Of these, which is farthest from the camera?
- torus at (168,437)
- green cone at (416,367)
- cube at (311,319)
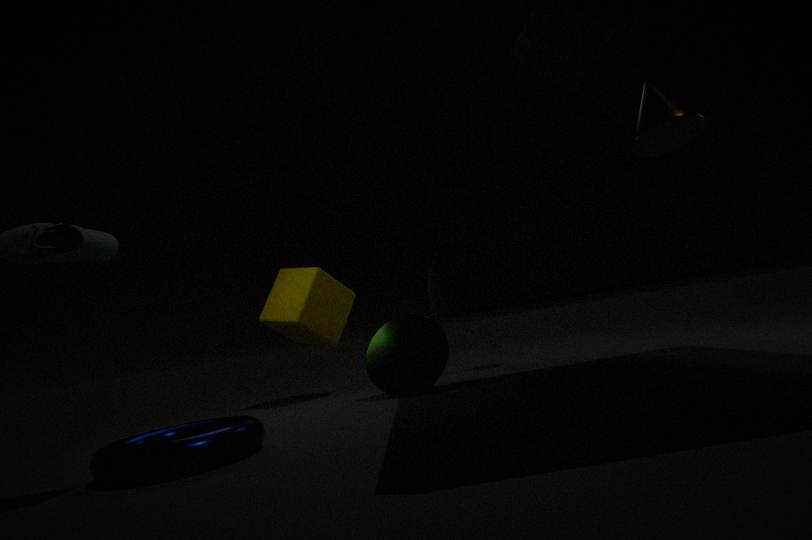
cube at (311,319)
